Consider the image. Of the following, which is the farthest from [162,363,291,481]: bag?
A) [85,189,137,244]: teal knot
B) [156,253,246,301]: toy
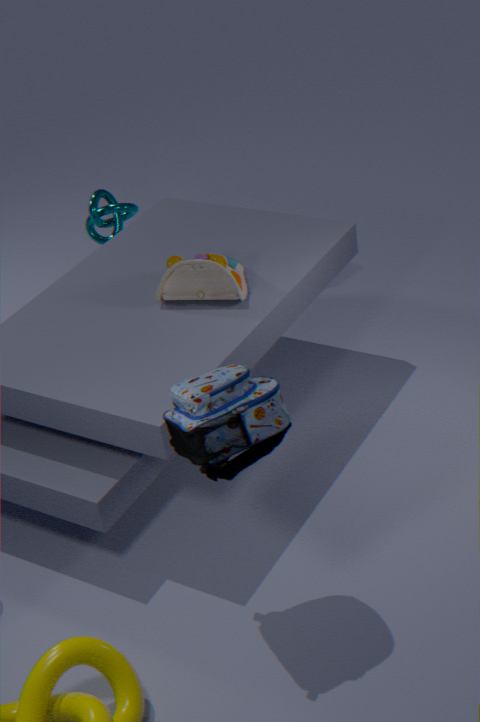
[85,189,137,244]: teal knot
